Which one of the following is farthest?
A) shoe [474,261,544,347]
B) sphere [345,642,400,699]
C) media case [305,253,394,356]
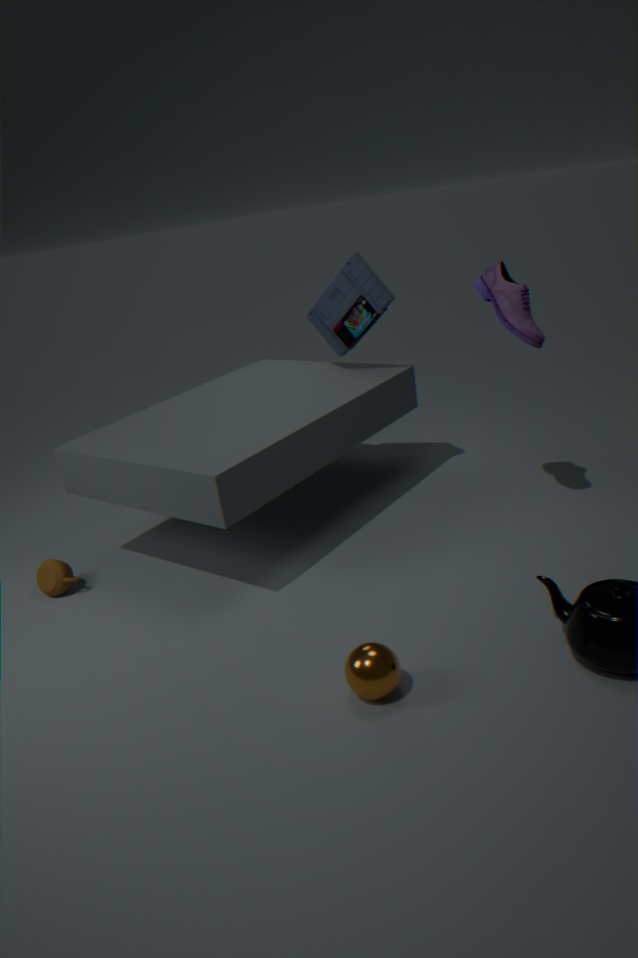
media case [305,253,394,356]
